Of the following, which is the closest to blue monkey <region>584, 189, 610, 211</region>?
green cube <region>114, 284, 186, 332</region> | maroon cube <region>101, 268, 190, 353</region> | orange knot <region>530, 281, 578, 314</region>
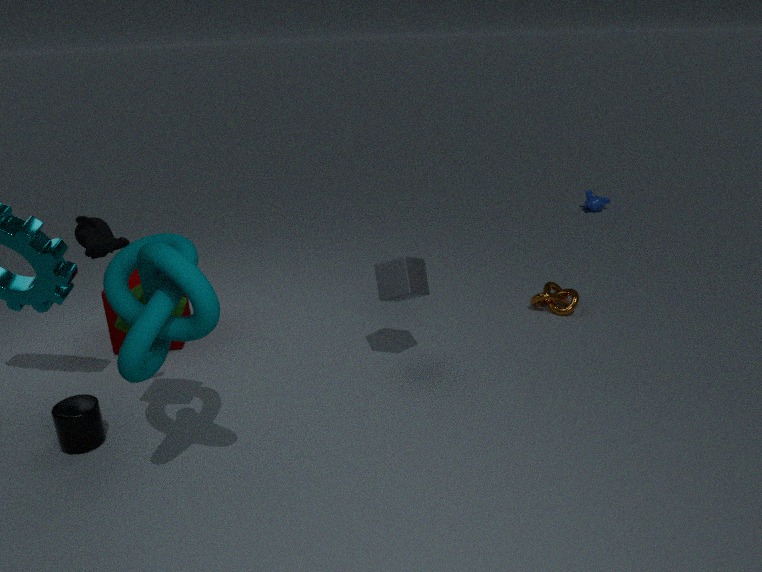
orange knot <region>530, 281, 578, 314</region>
